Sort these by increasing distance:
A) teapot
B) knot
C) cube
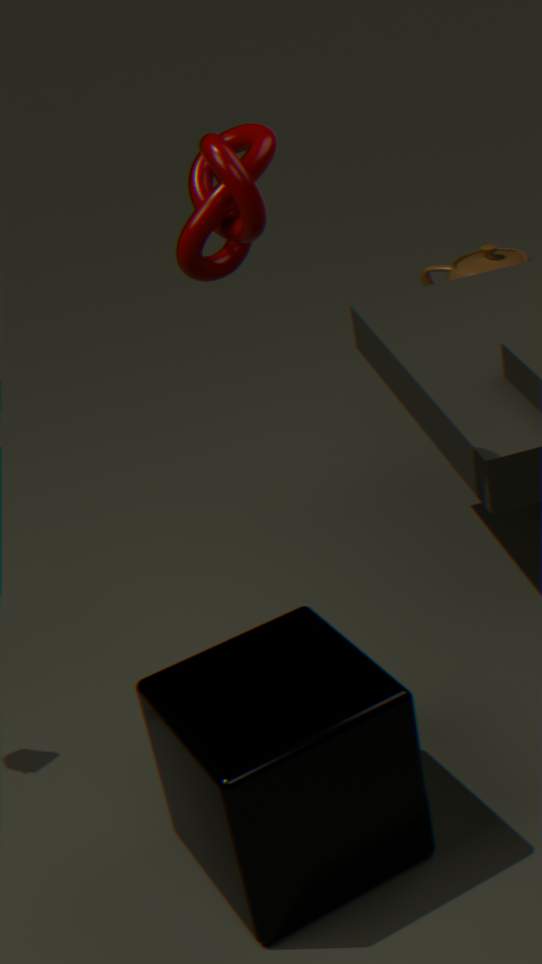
knot, cube, teapot
